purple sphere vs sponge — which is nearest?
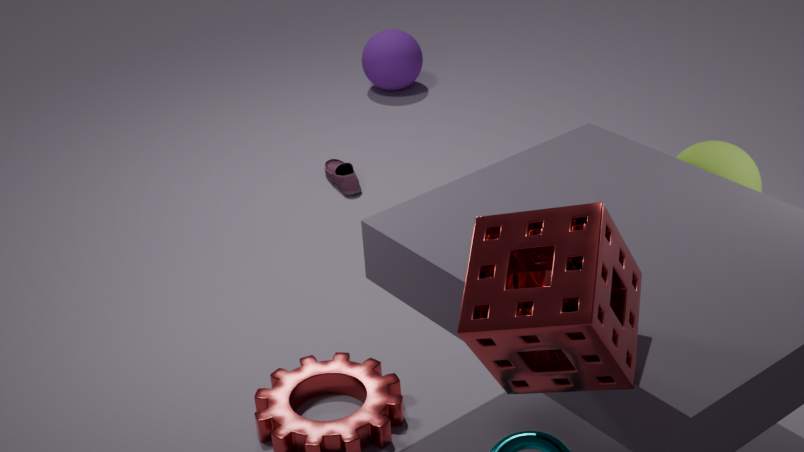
sponge
